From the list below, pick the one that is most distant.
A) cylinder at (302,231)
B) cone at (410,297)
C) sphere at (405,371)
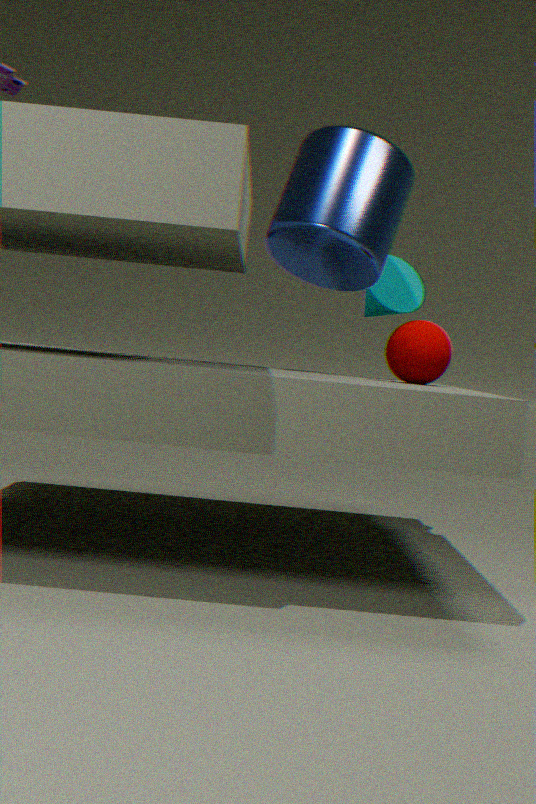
cone at (410,297)
